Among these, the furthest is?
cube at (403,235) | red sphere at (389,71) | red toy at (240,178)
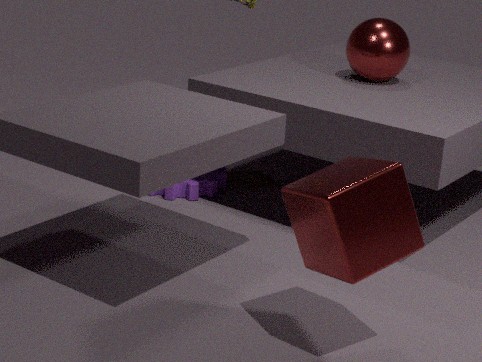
red toy at (240,178)
